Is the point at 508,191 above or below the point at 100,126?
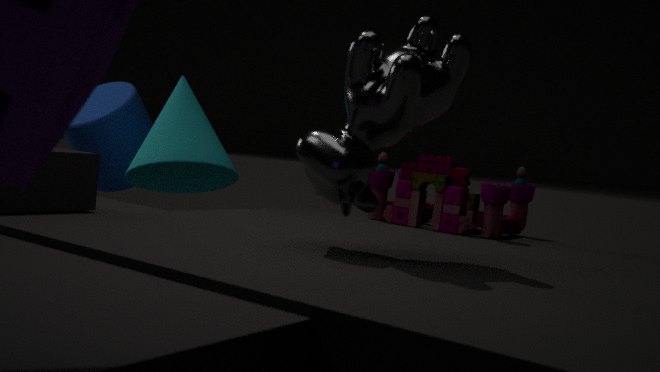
below
